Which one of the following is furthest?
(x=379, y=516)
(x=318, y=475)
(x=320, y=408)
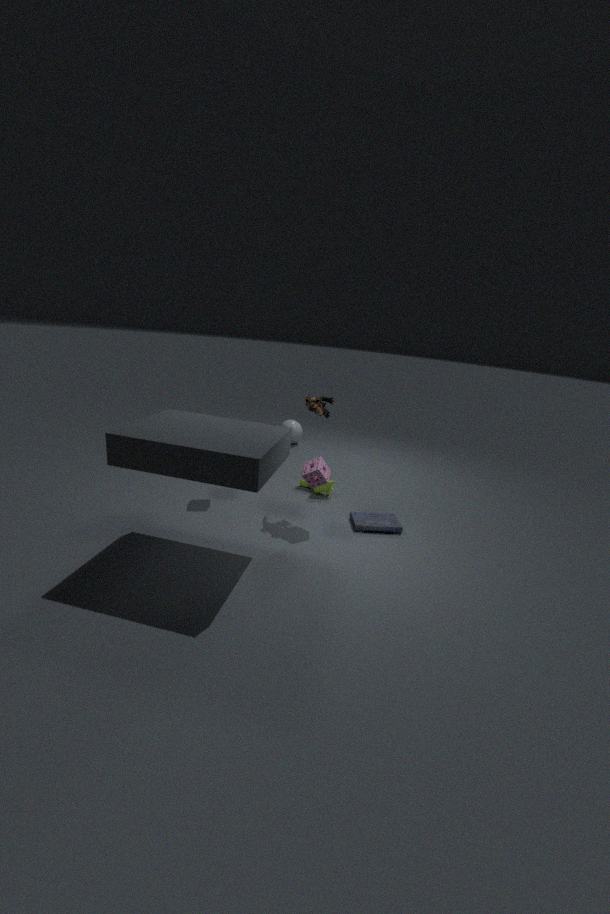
(x=379, y=516)
